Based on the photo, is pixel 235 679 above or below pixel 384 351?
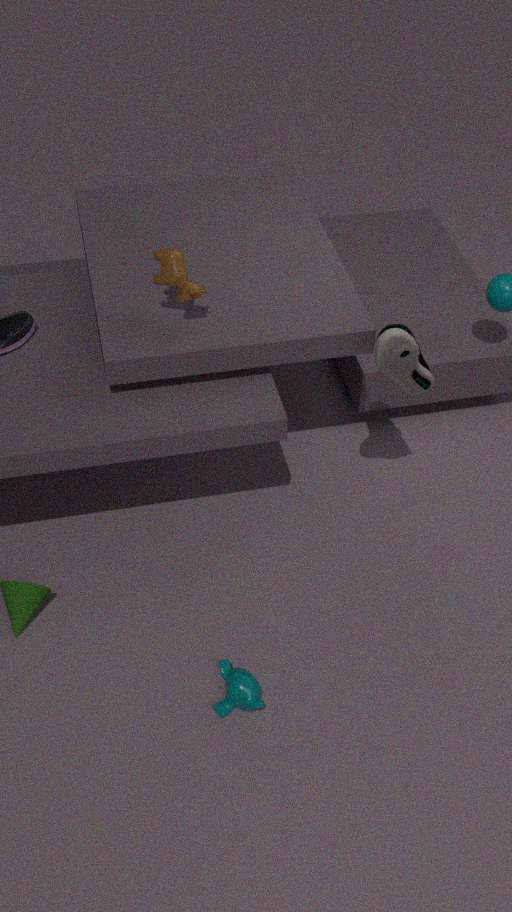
below
